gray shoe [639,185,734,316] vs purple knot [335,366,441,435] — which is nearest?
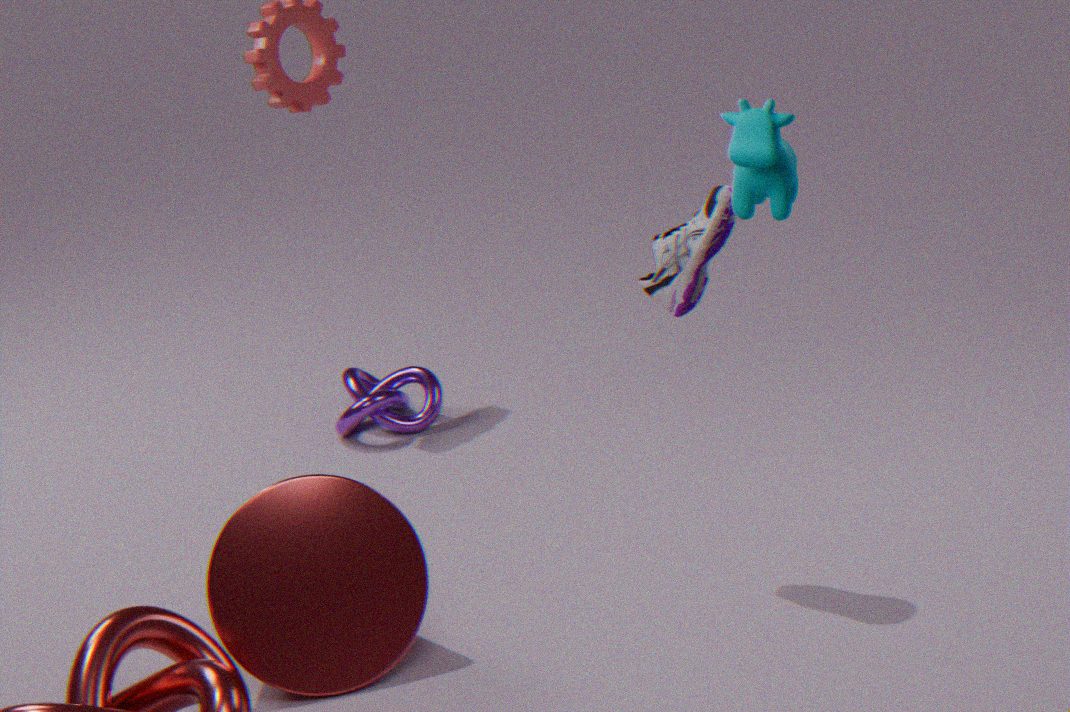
gray shoe [639,185,734,316]
